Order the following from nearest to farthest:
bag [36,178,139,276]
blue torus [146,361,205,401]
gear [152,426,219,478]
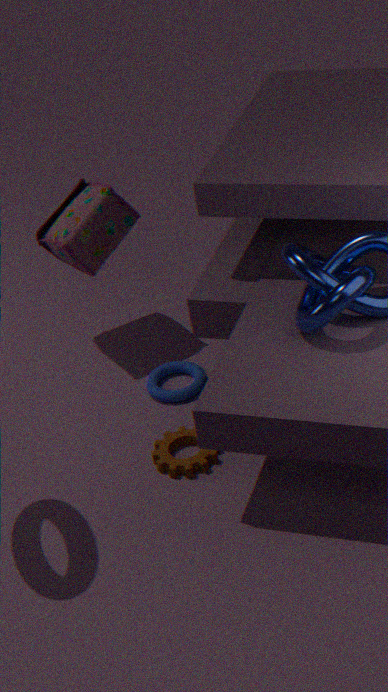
gear [152,426,219,478], blue torus [146,361,205,401], bag [36,178,139,276]
